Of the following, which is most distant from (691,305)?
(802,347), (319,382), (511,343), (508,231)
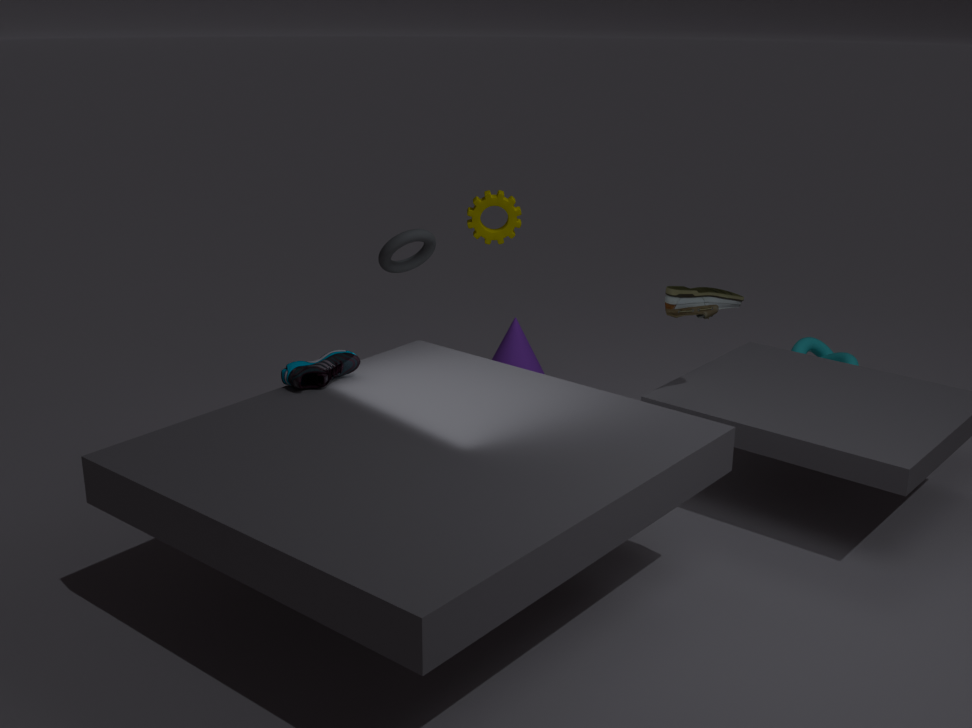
(802,347)
